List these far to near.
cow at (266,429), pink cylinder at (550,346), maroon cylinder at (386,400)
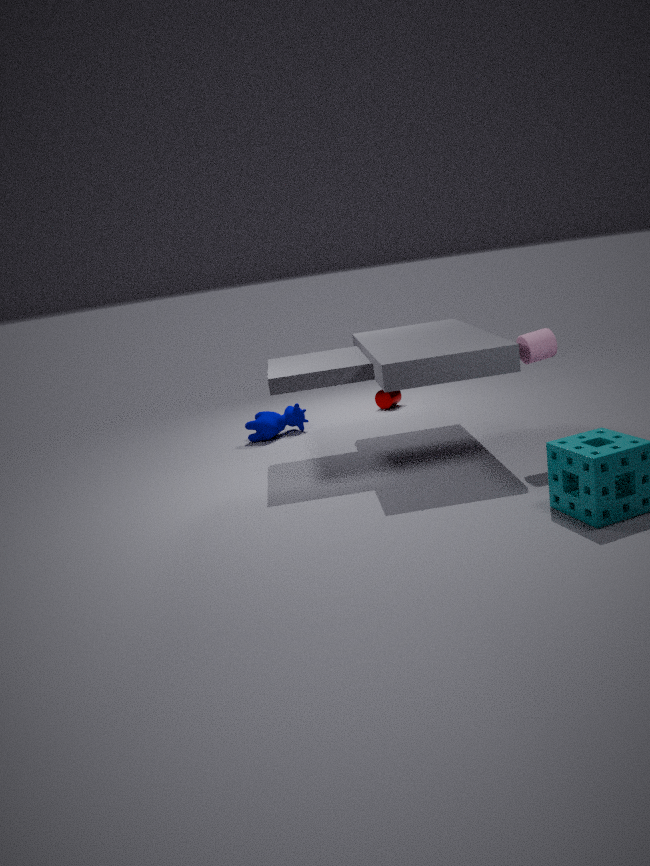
maroon cylinder at (386,400), cow at (266,429), pink cylinder at (550,346)
